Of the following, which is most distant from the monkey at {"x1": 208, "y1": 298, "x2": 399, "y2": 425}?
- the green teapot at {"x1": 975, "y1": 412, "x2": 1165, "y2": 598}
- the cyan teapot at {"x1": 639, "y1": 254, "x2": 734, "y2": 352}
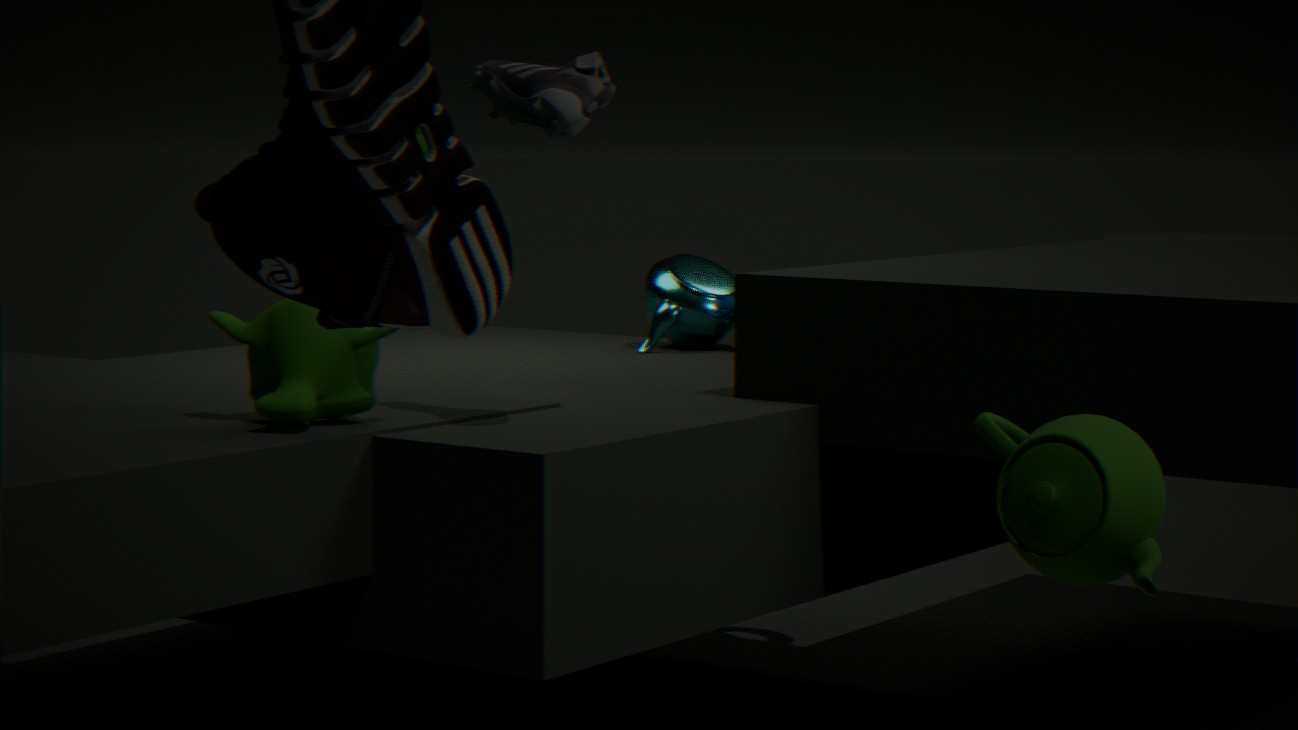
the cyan teapot at {"x1": 639, "y1": 254, "x2": 734, "y2": 352}
